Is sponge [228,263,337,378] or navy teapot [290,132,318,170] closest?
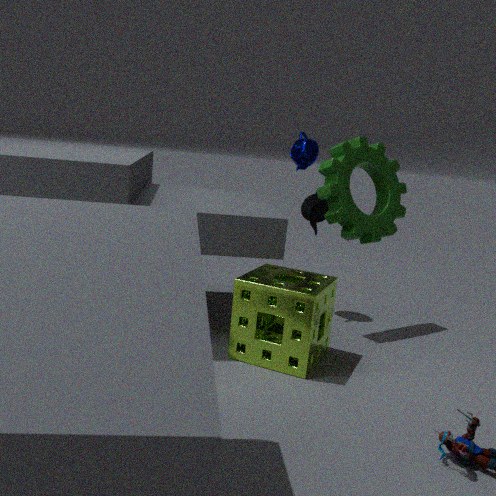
sponge [228,263,337,378]
